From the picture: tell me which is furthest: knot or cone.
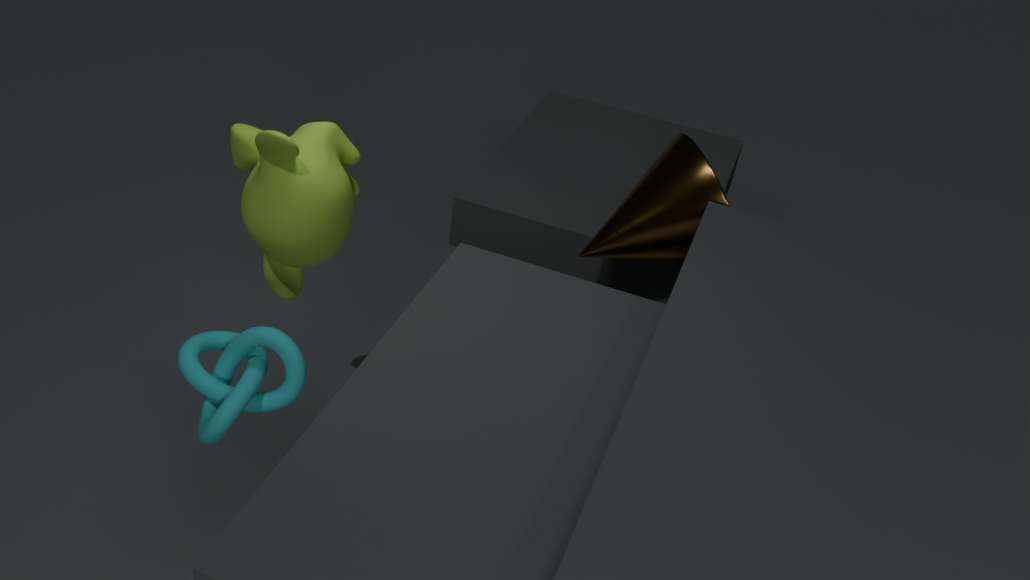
cone
